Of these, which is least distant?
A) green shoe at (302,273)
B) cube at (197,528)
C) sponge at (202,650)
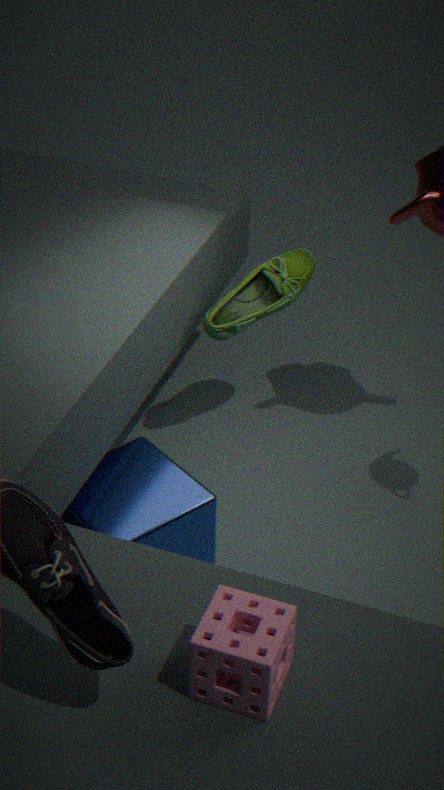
sponge at (202,650)
